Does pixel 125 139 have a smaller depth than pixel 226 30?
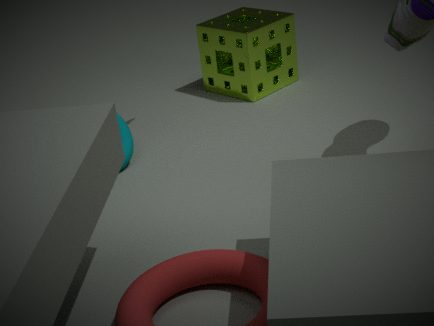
Yes
